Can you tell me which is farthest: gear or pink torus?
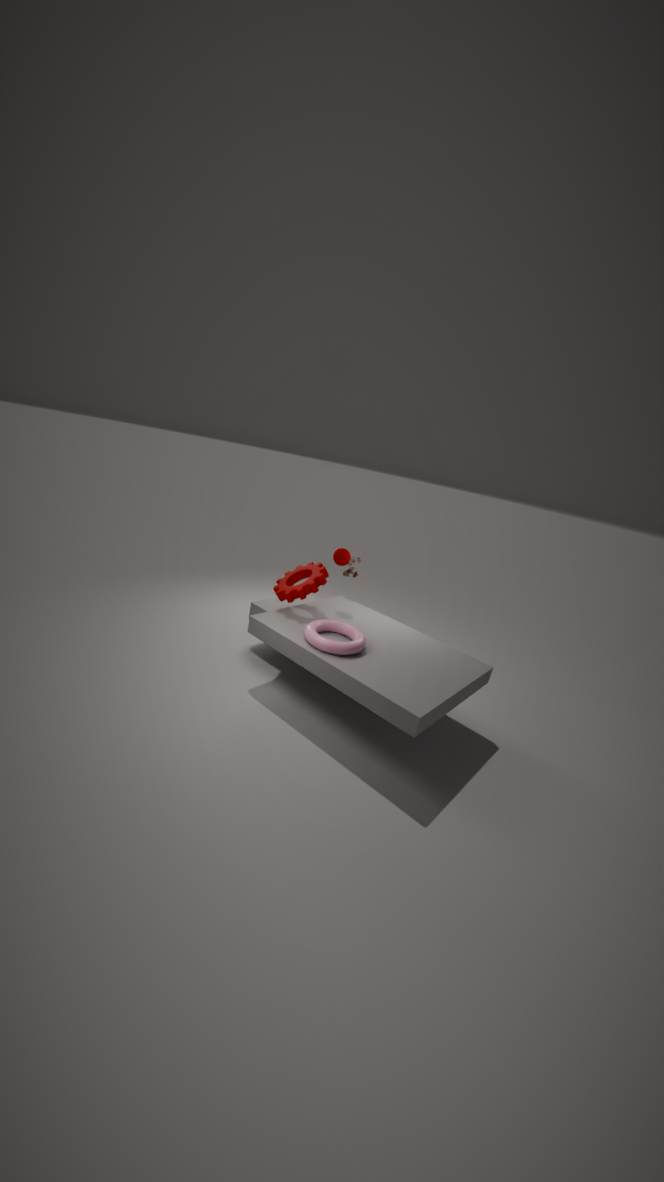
gear
